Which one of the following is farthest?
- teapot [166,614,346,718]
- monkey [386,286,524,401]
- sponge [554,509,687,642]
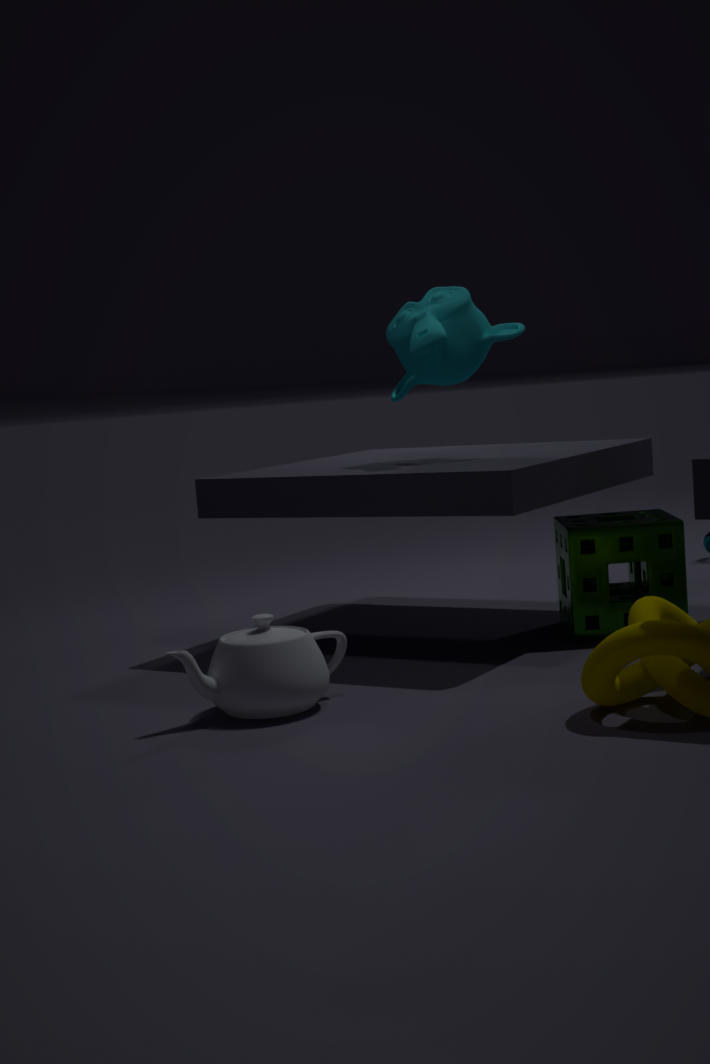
monkey [386,286,524,401]
